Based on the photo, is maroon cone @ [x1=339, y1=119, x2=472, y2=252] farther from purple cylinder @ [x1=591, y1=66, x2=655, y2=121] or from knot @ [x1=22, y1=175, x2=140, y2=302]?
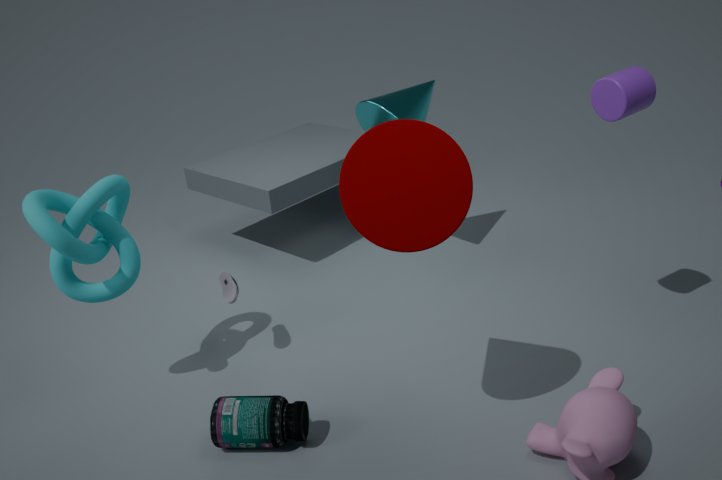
knot @ [x1=22, y1=175, x2=140, y2=302]
